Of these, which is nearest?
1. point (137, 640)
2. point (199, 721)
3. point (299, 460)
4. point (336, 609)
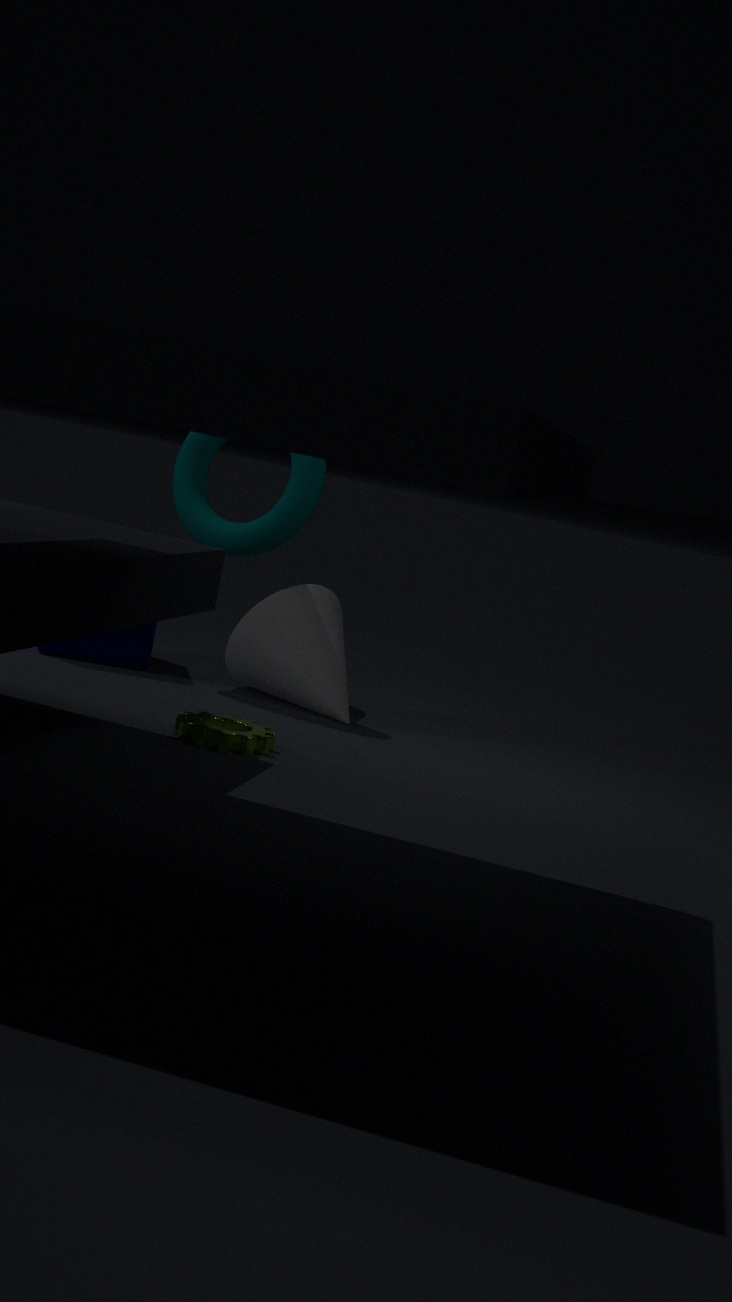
point (199, 721)
